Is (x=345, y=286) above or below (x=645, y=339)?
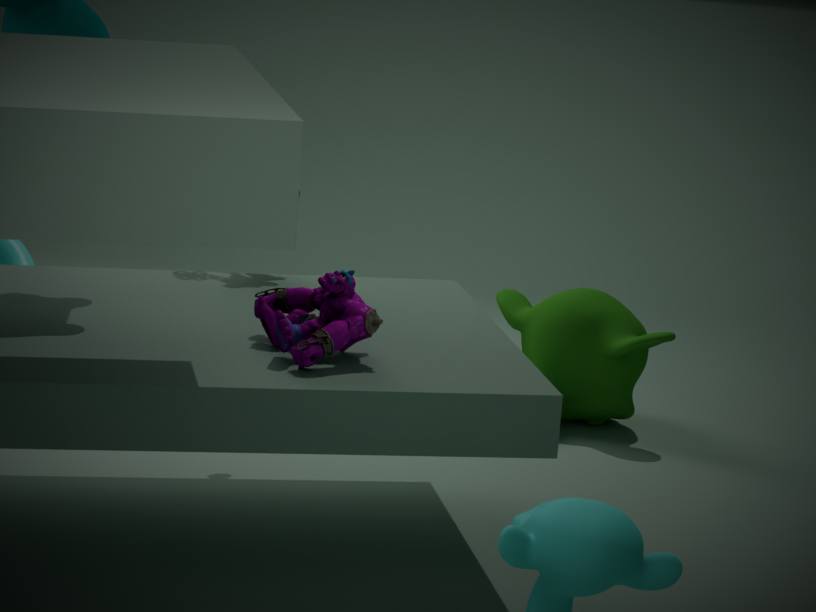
above
